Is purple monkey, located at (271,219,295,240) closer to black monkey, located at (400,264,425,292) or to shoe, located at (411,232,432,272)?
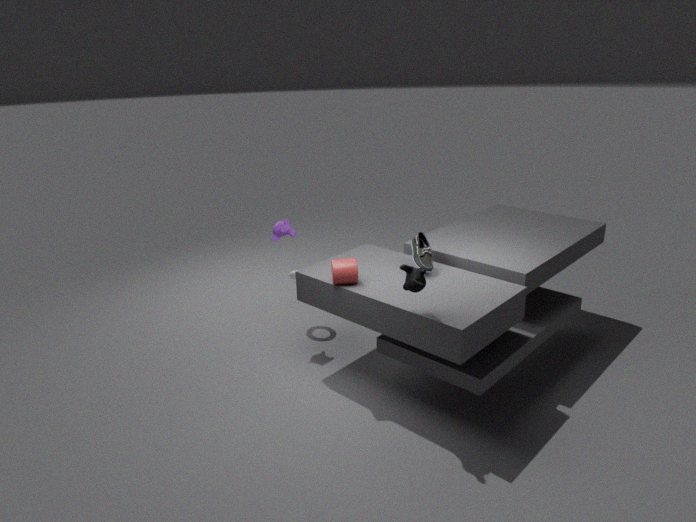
shoe, located at (411,232,432,272)
